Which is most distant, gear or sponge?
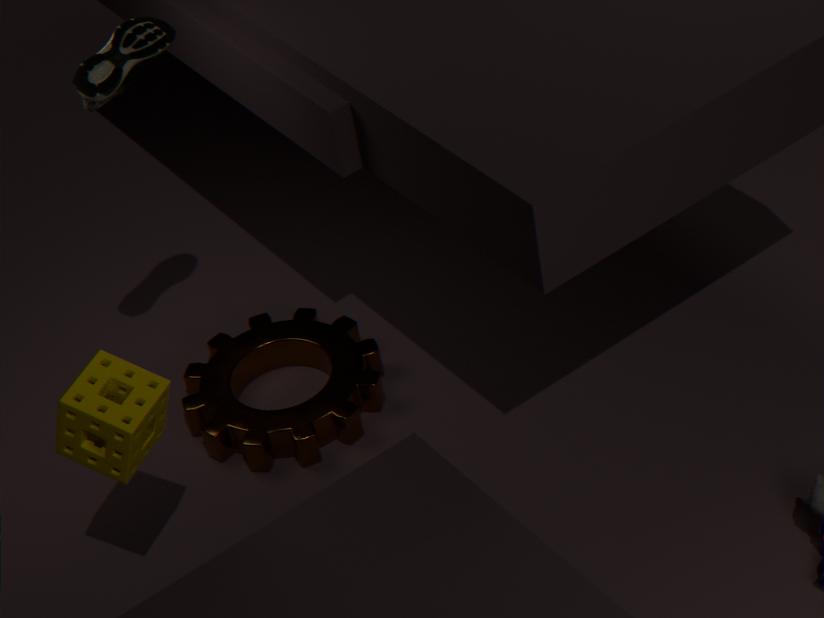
gear
